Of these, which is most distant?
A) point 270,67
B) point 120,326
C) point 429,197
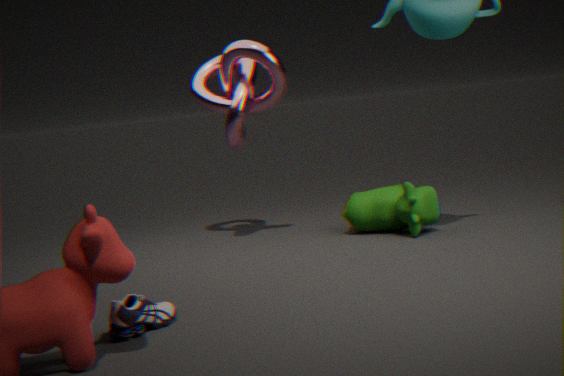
point 270,67
